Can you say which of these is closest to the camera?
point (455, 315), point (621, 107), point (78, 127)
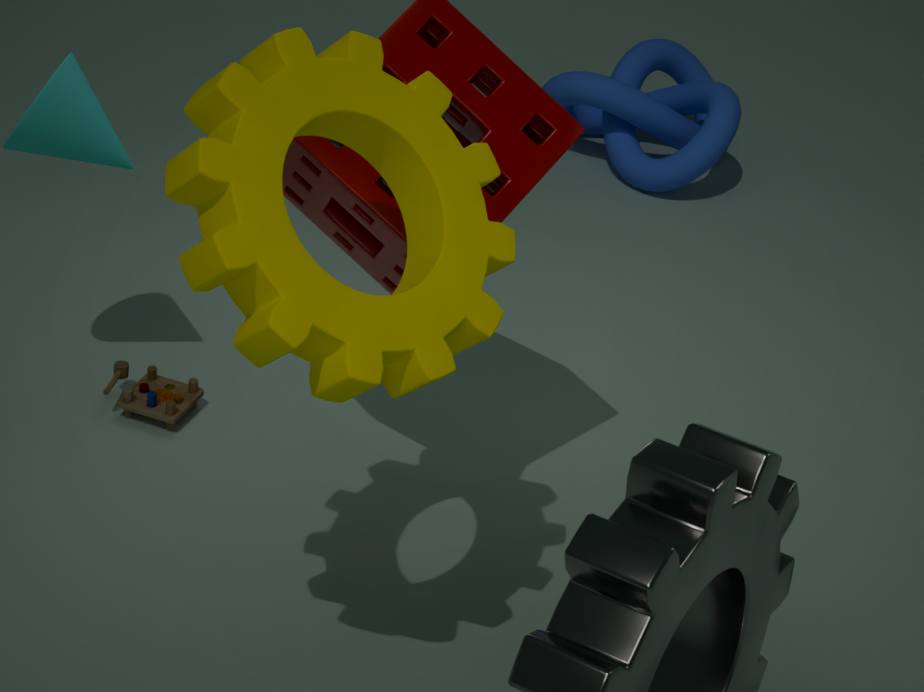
point (455, 315)
